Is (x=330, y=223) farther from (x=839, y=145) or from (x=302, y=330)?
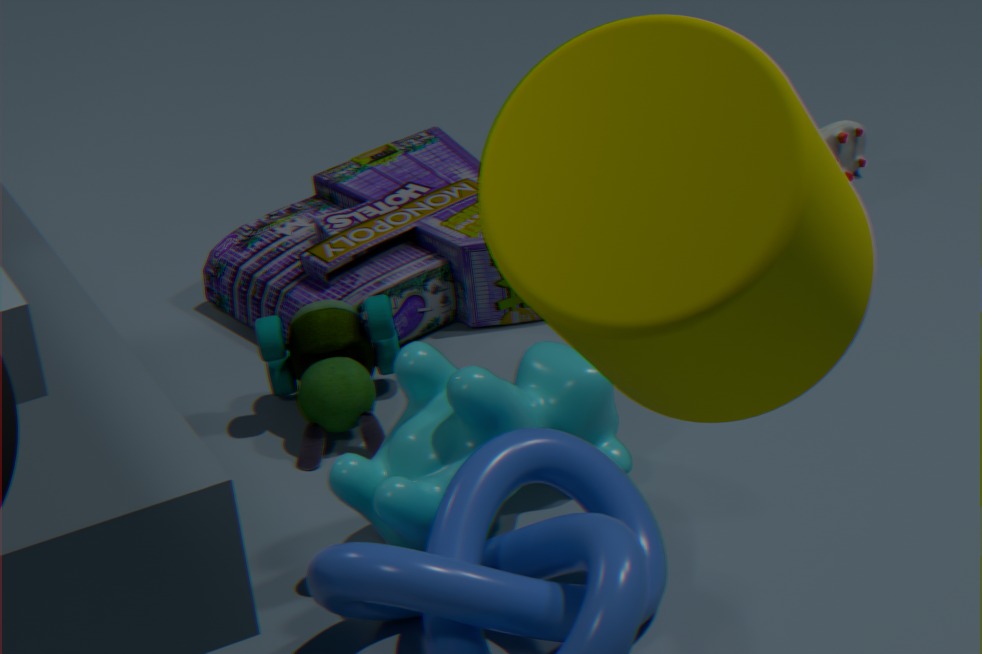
(x=839, y=145)
